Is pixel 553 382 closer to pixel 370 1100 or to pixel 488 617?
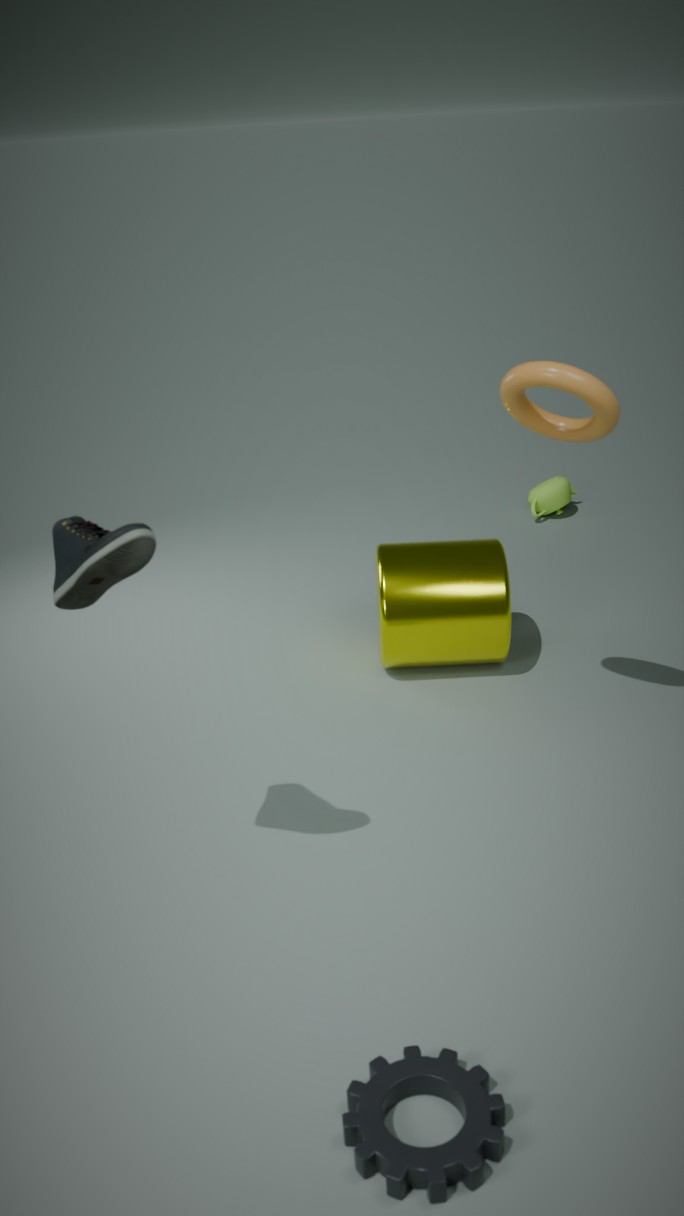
pixel 488 617
